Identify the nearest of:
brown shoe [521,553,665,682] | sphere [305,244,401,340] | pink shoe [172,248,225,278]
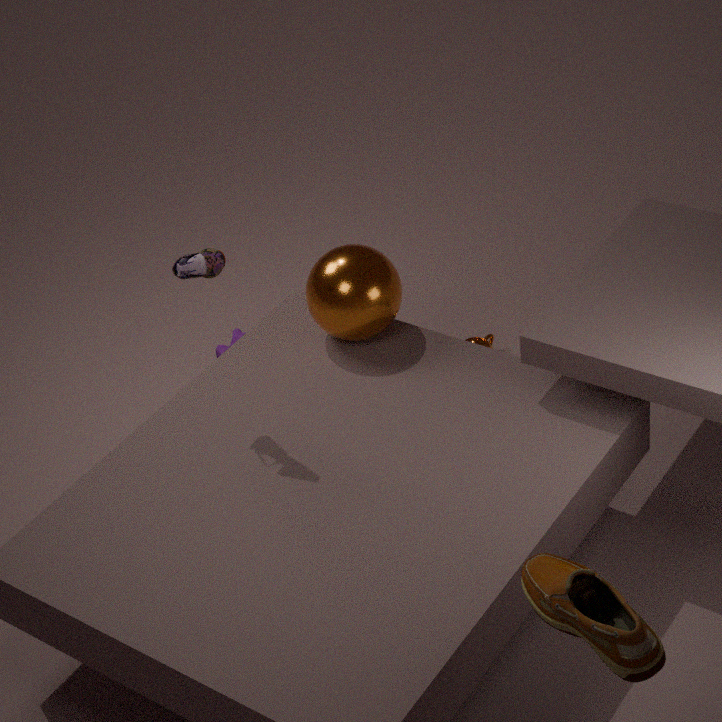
brown shoe [521,553,665,682]
